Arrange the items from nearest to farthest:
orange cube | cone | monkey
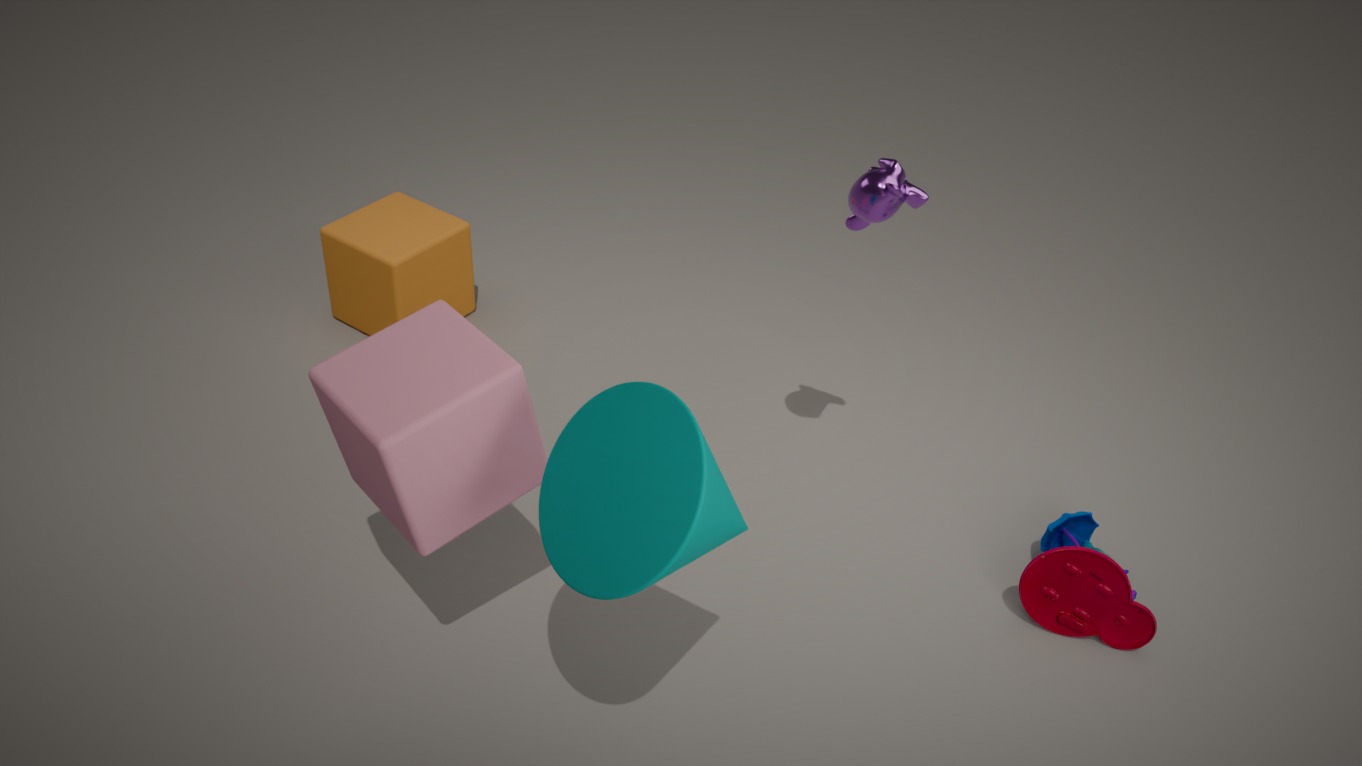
cone → monkey → orange cube
